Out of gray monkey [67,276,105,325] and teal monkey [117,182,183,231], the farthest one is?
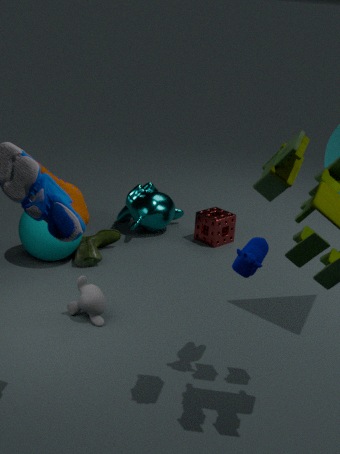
teal monkey [117,182,183,231]
